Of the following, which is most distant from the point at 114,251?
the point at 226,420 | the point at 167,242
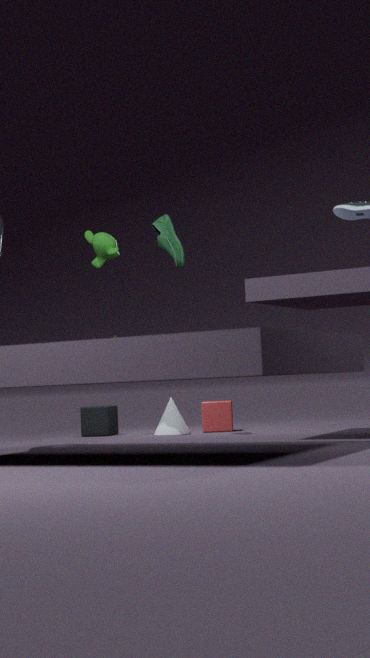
the point at 226,420
